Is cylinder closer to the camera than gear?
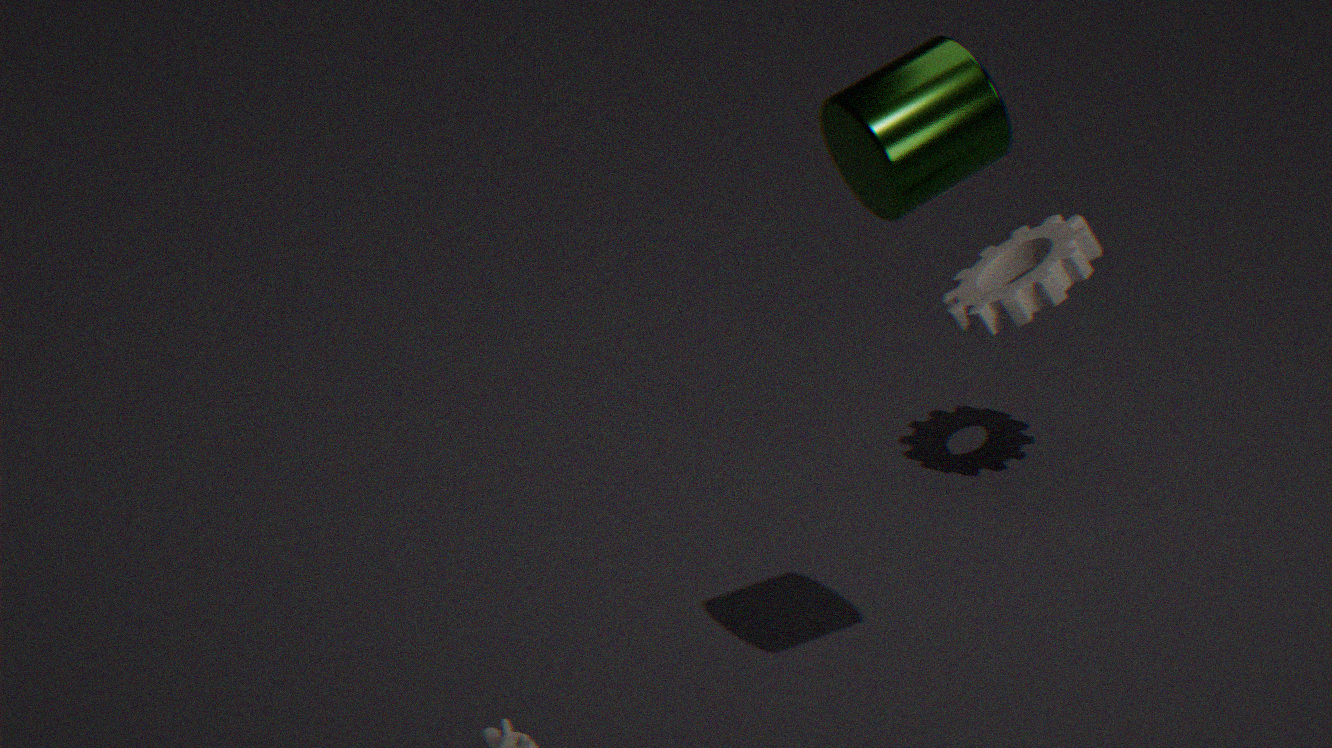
Yes
